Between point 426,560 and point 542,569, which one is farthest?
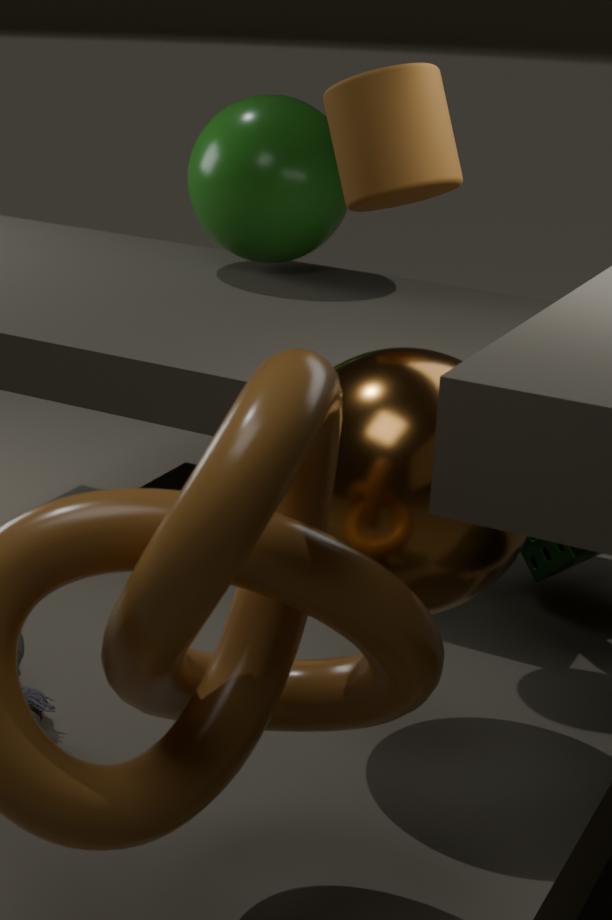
point 542,569
